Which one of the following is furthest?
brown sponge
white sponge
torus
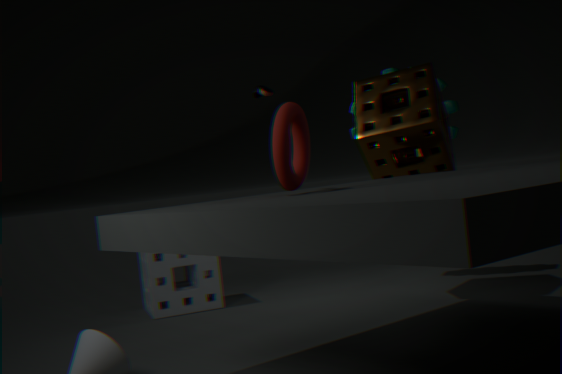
white sponge
